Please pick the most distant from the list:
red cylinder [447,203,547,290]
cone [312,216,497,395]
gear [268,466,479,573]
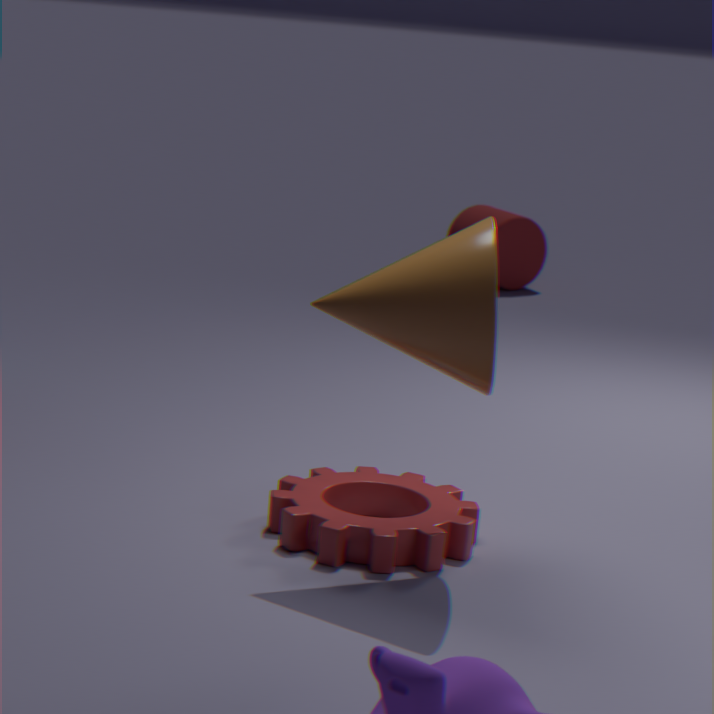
red cylinder [447,203,547,290]
